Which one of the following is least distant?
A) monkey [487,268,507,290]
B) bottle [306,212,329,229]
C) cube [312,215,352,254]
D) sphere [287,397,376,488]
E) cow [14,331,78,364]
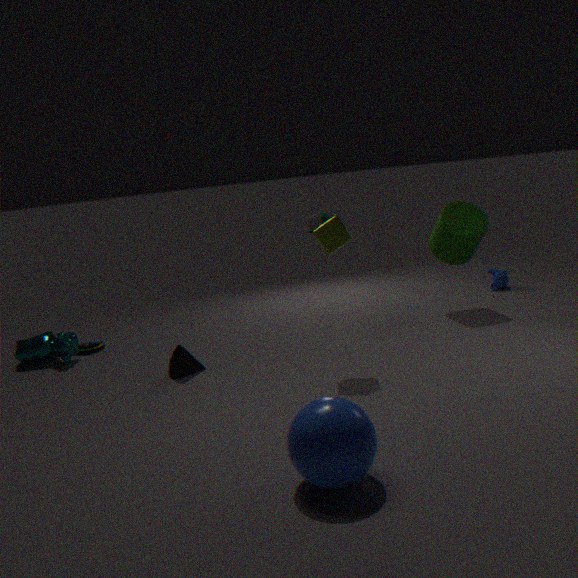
sphere [287,397,376,488]
